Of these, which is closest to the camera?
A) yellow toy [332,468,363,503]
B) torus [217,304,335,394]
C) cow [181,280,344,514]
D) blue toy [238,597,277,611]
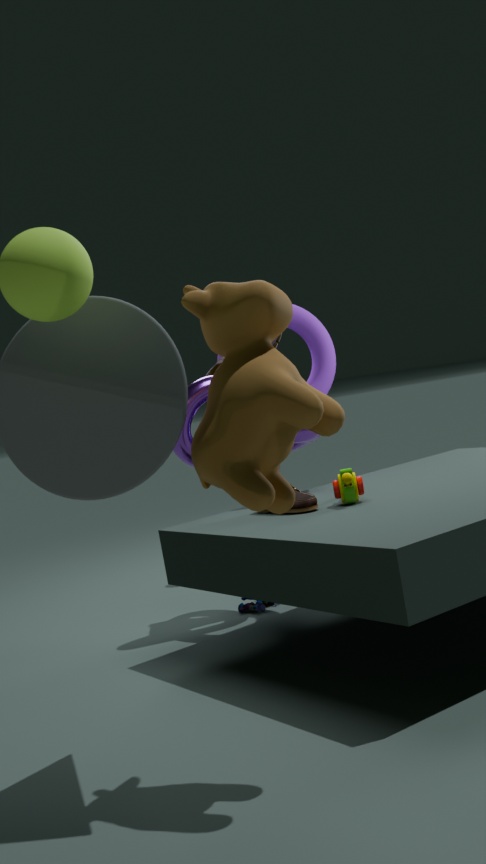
cow [181,280,344,514]
